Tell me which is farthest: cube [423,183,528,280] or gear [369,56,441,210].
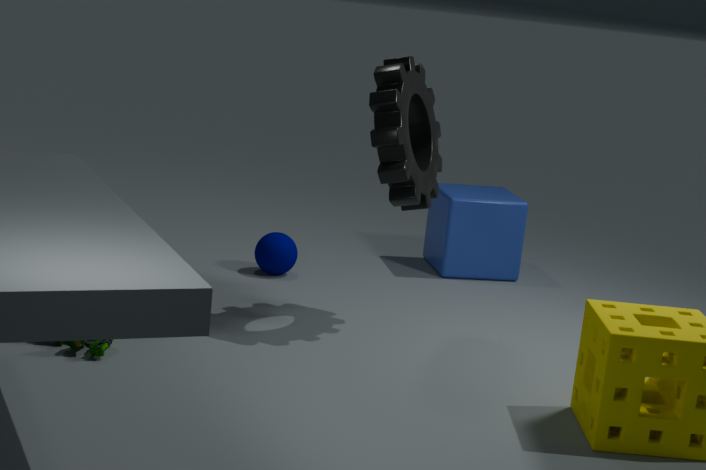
cube [423,183,528,280]
